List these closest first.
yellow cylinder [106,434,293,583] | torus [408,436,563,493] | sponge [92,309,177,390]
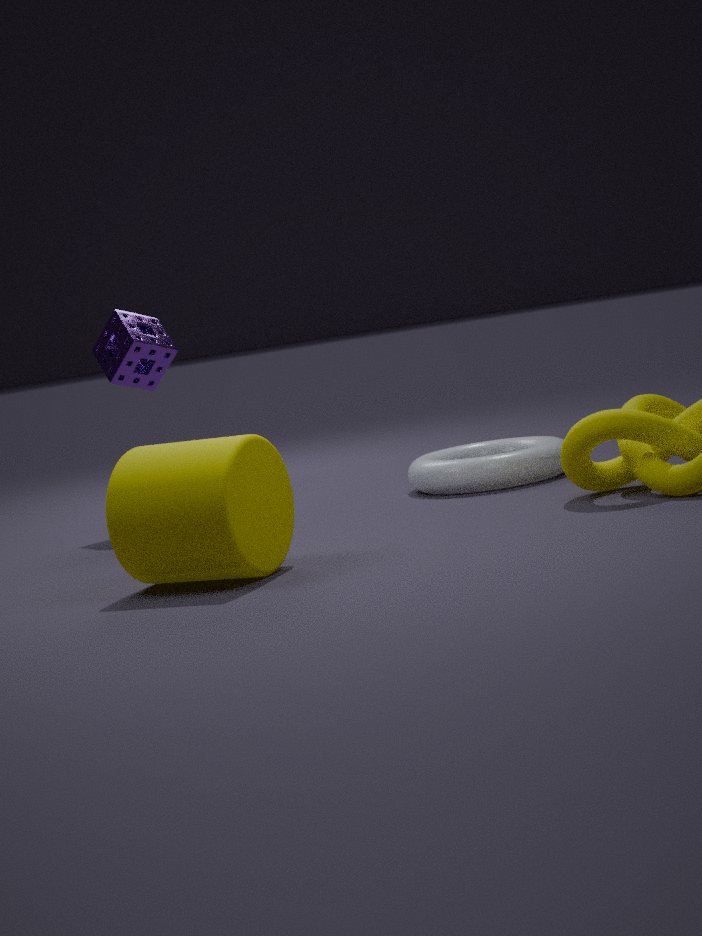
yellow cylinder [106,434,293,583], torus [408,436,563,493], sponge [92,309,177,390]
